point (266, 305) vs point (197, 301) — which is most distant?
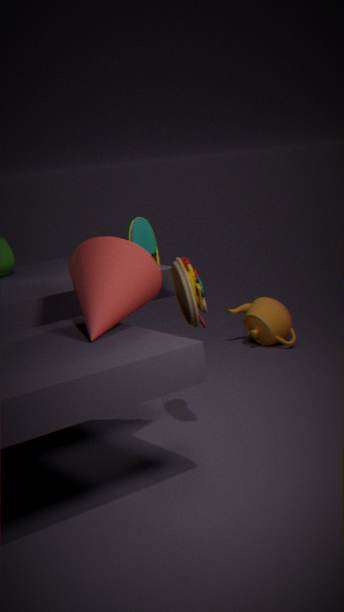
point (266, 305)
